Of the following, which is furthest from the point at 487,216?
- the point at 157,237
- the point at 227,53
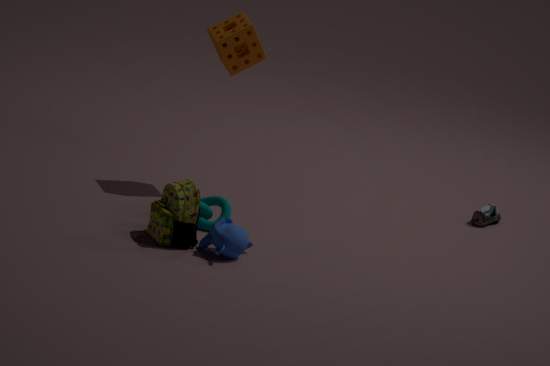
the point at 157,237
